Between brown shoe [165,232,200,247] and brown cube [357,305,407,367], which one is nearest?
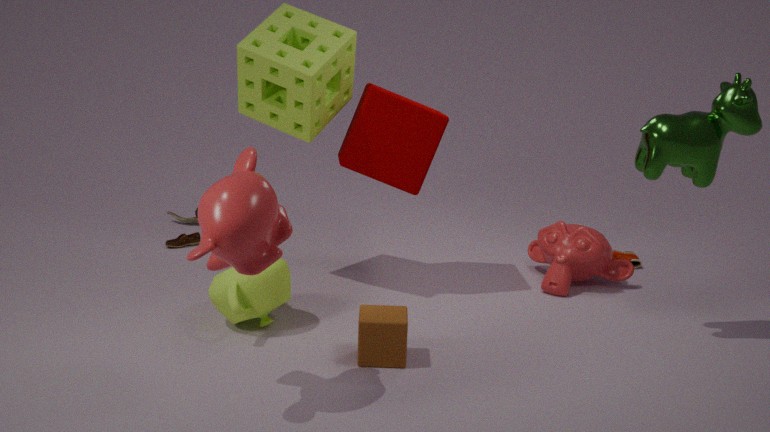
brown cube [357,305,407,367]
